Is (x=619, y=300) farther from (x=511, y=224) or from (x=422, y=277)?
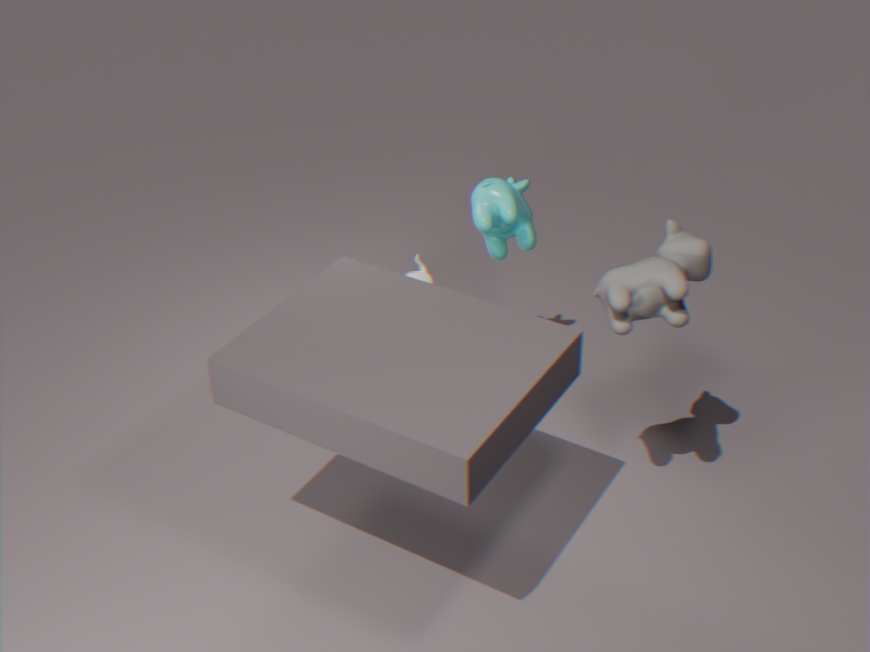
(x=422, y=277)
